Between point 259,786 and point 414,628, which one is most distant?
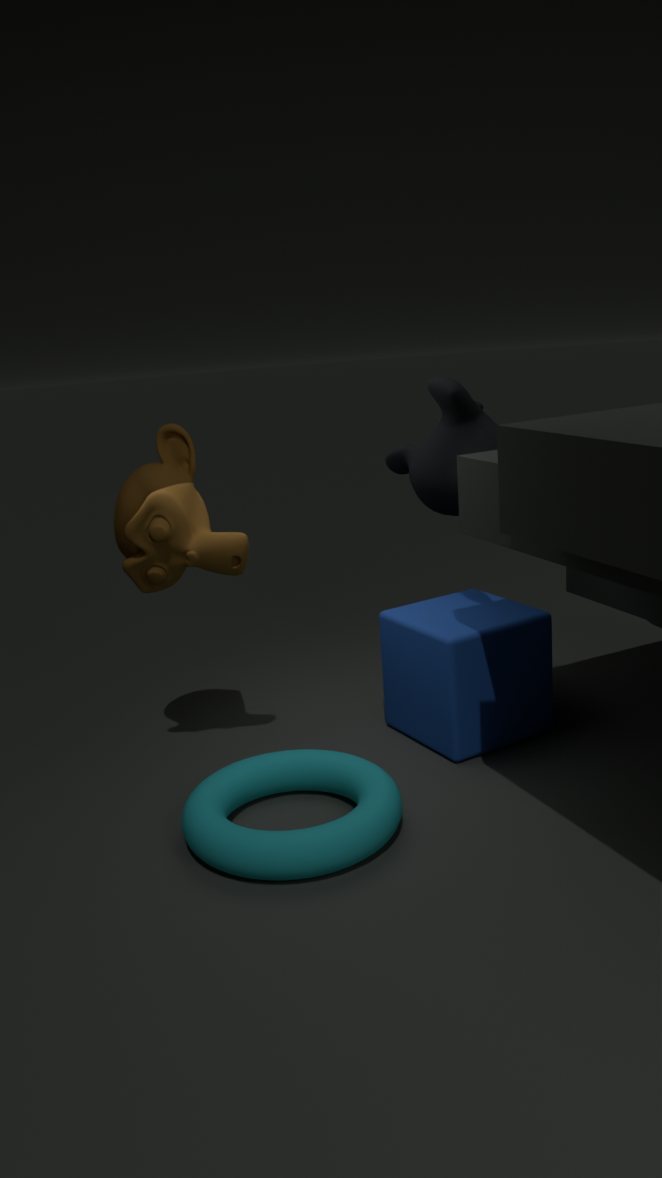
point 414,628
